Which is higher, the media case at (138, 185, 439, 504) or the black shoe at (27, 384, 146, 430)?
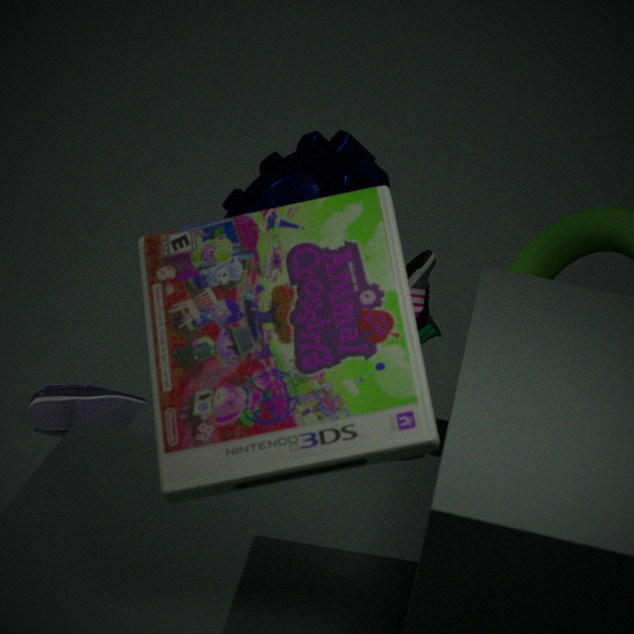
the media case at (138, 185, 439, 504)
